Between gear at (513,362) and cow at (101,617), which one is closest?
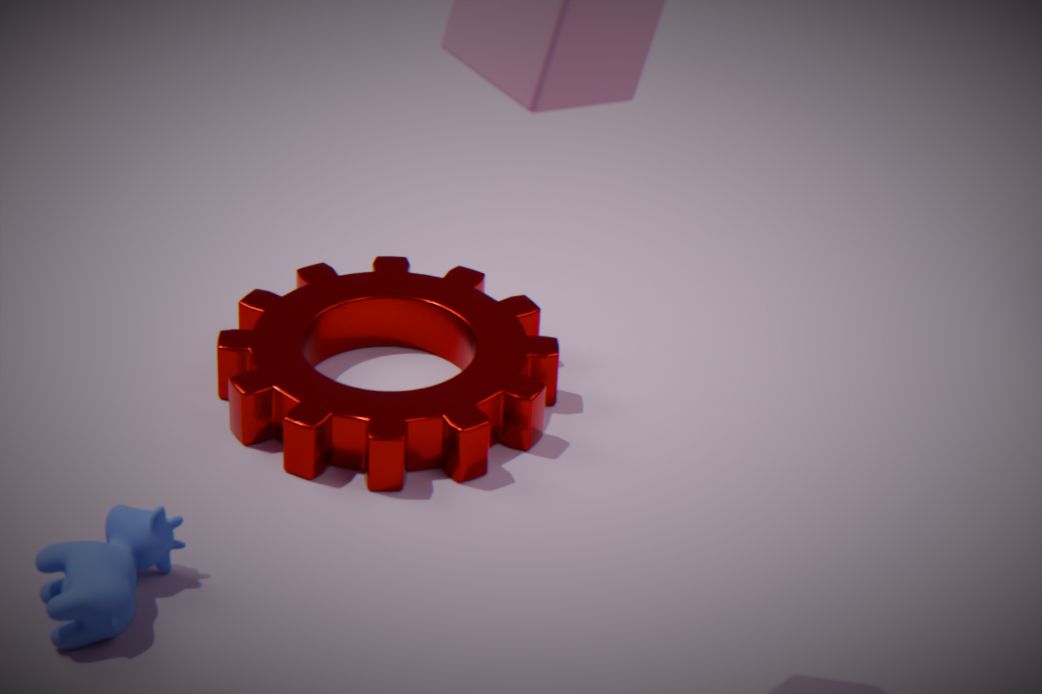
cow at (101,617)
